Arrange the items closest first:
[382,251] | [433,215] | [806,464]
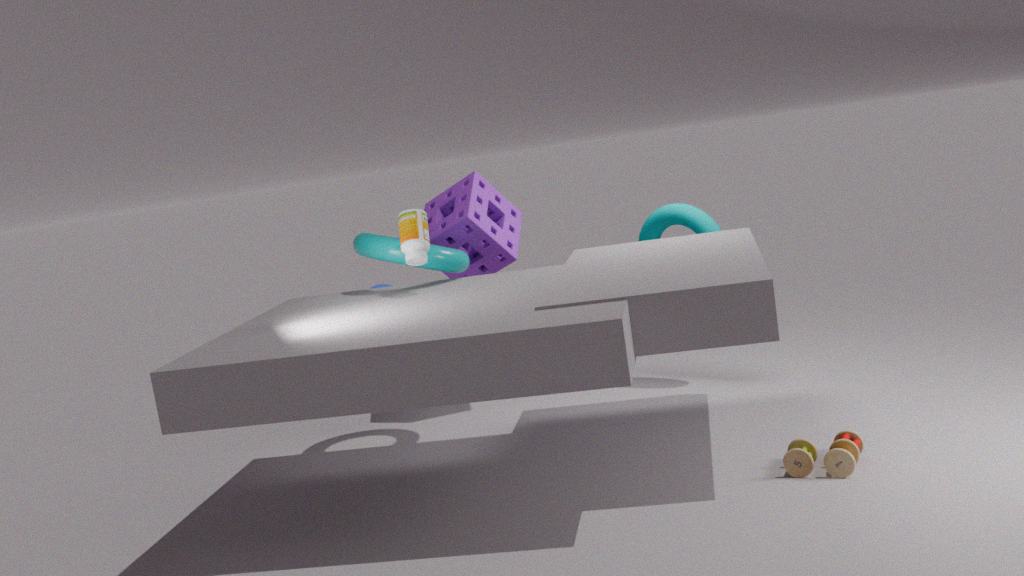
1. [806,464]
2. [382,251]
3. [433,215]
